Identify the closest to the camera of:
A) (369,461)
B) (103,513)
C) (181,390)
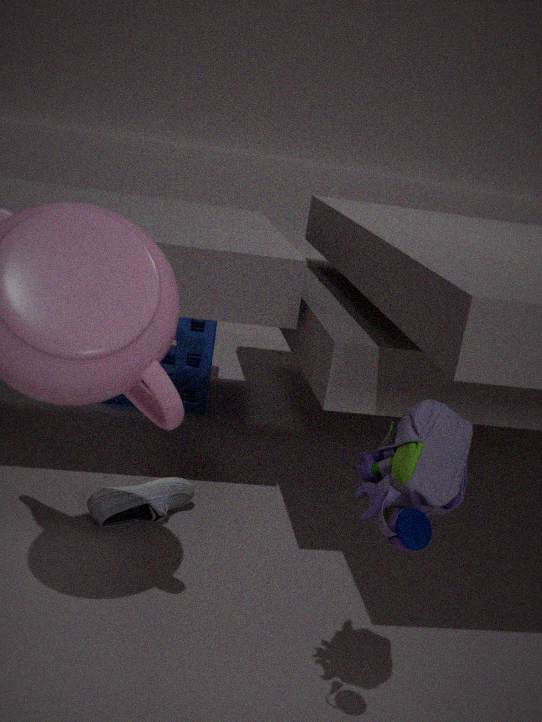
(369,461)
